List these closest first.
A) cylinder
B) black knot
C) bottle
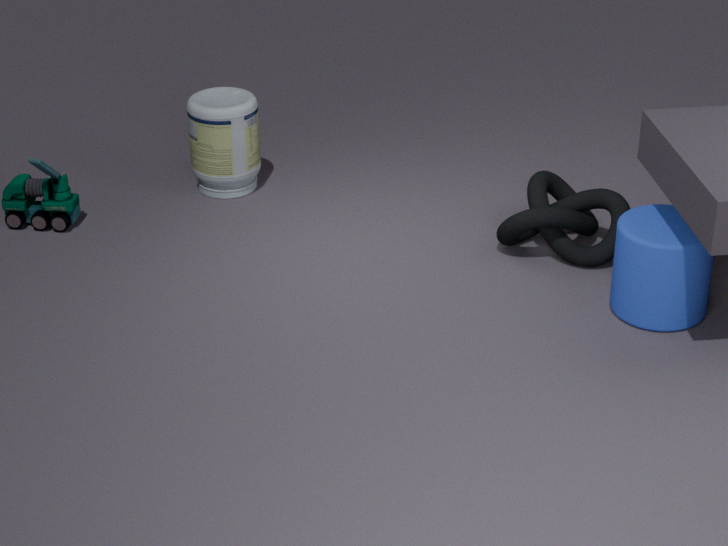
cylinder < black knot < bottle
